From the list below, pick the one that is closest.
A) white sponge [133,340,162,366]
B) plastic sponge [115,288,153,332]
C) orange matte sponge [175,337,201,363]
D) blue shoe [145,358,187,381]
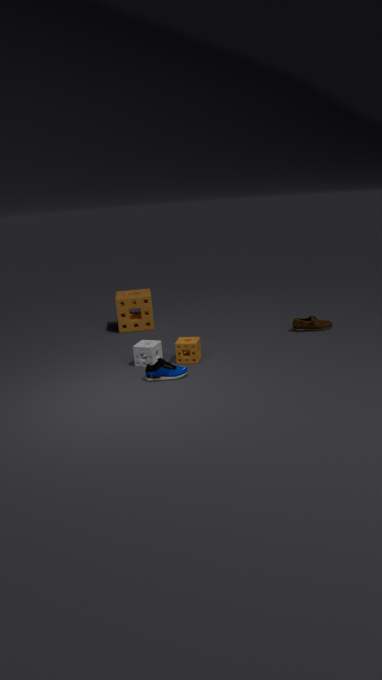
blue shoe [145,358,187,381]
